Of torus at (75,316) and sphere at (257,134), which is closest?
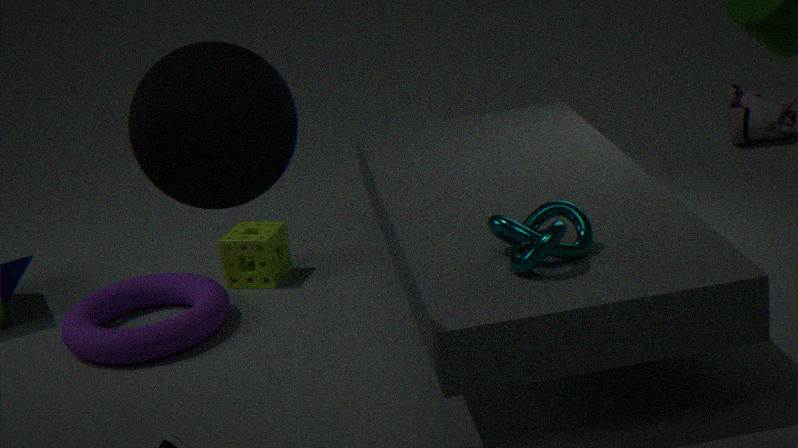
sphere at (257,134)
